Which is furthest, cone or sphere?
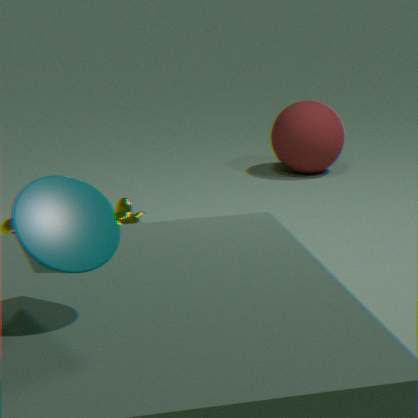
sphere
